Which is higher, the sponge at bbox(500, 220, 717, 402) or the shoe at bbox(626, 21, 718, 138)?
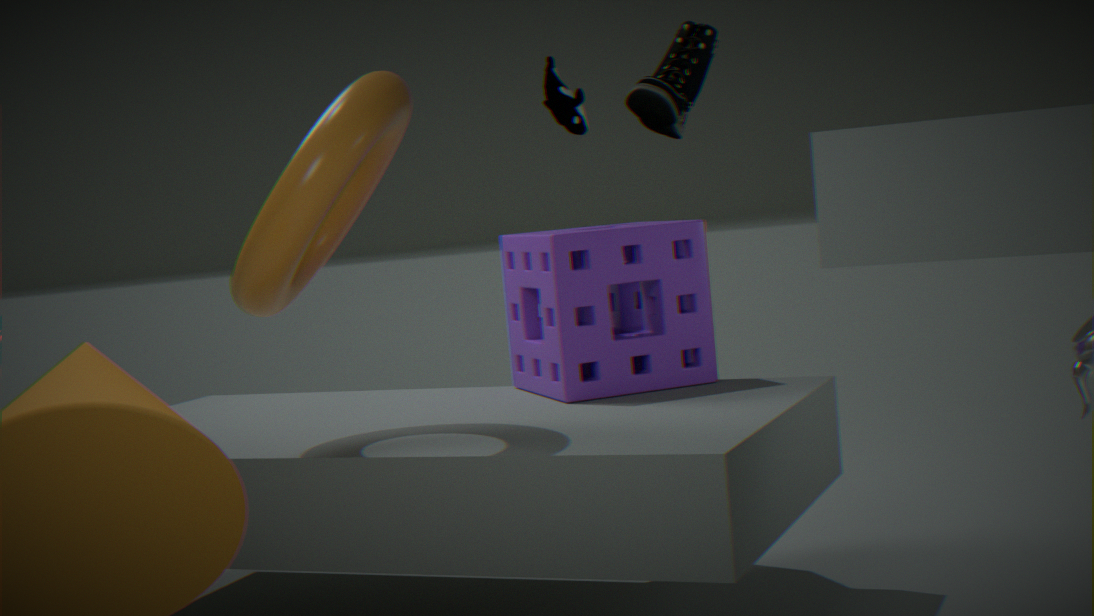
the shoe at bbox(626, 21, 718, 138)
